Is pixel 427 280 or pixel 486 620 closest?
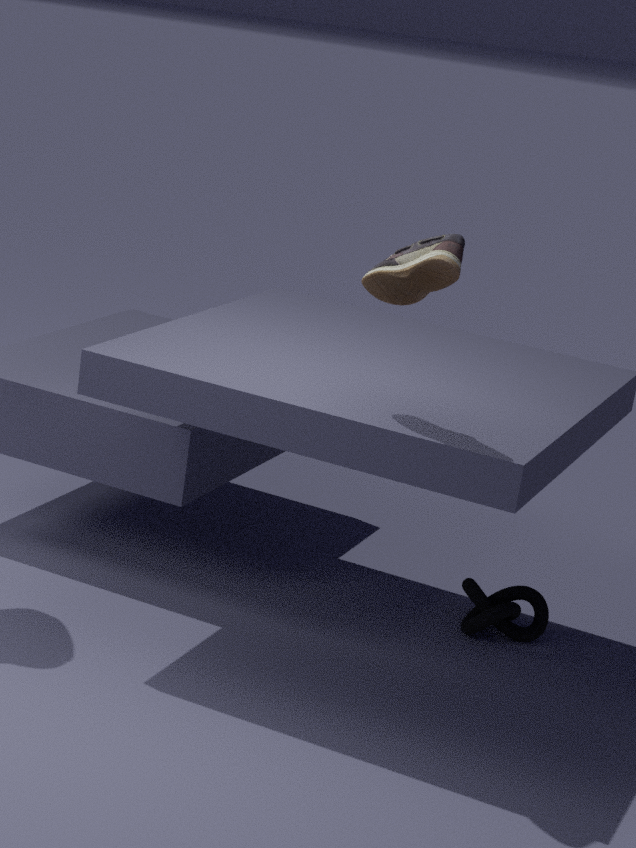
pixel 427 280
